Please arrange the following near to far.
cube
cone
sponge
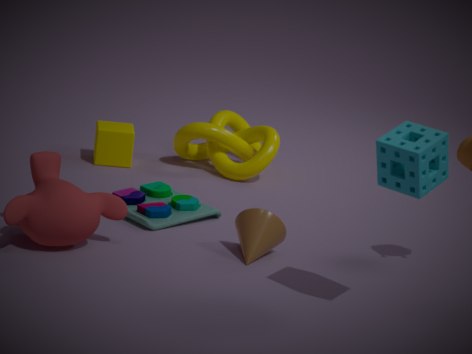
sponge < cone < cube
